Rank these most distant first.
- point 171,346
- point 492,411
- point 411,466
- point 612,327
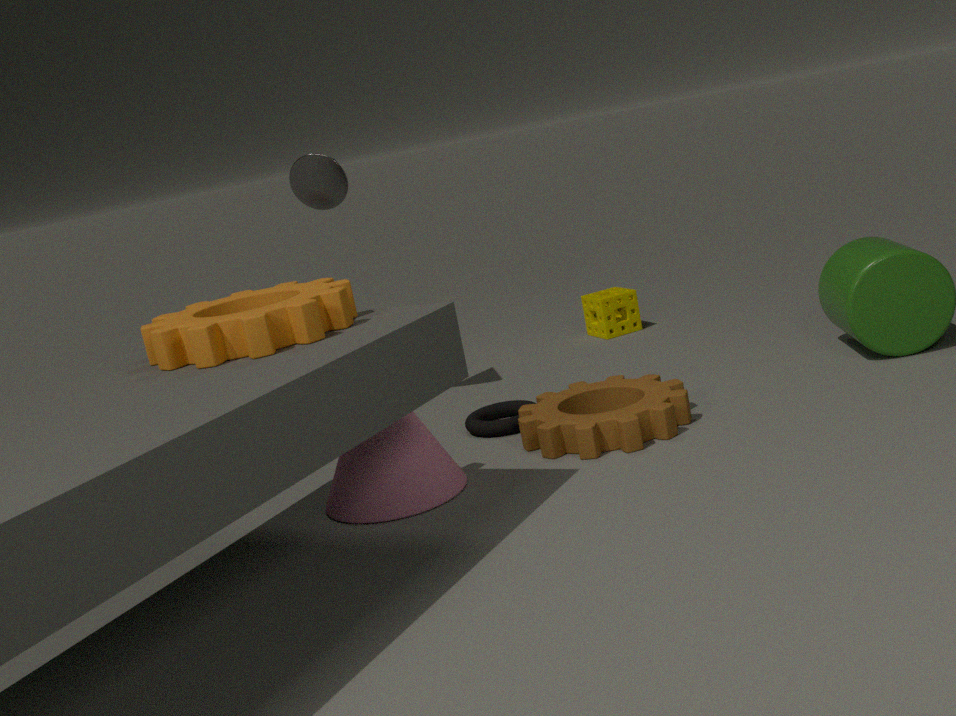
point 612,327 < point 492,411 < point 411,466 < point 171,346
